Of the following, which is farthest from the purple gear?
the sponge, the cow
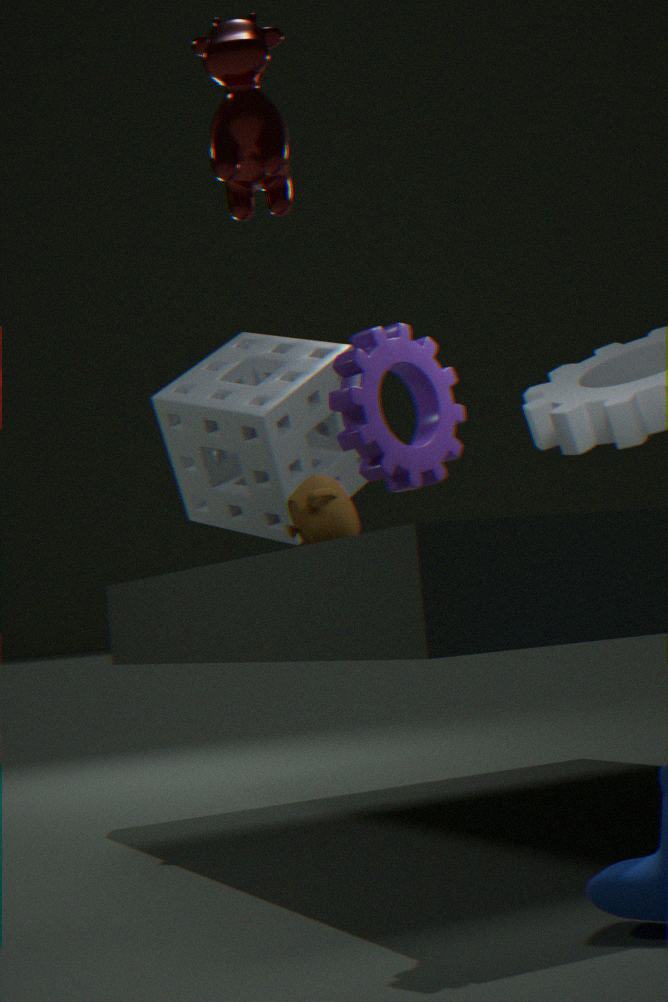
the sponge
